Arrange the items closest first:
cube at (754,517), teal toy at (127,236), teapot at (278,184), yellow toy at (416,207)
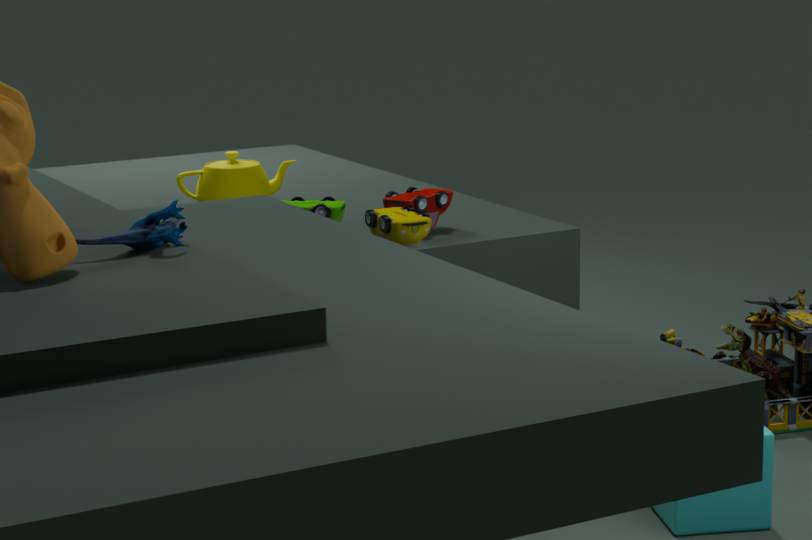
teal toy at (127,236)
cube at (754,517)
yellow toy at (416,207)
teapot at (278,184)
